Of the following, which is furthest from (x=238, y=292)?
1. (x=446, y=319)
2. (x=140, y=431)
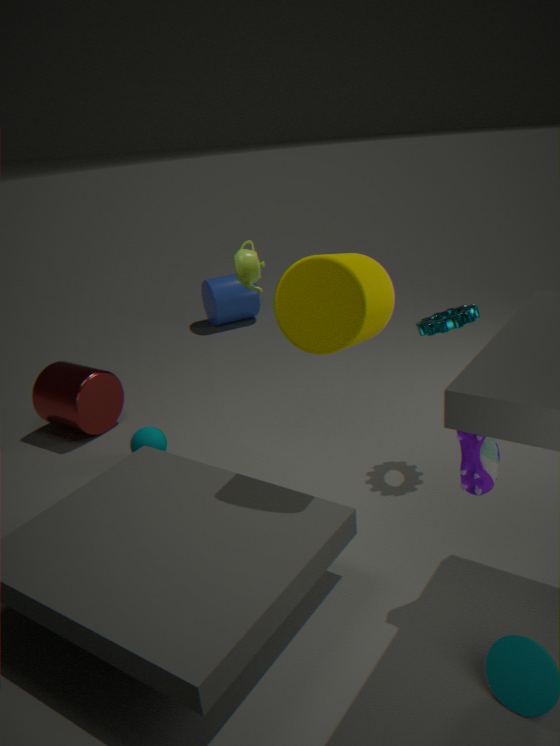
(x=446, y=319)
